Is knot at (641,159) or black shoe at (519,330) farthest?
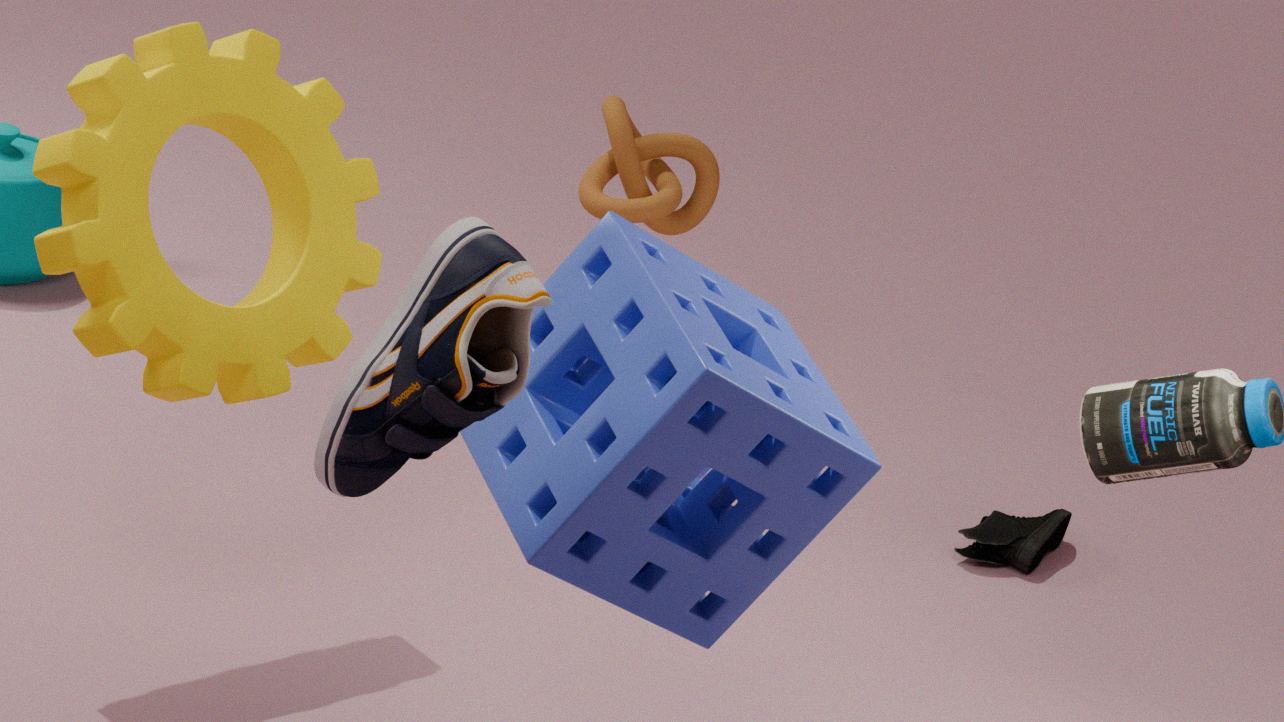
knot at (641,159)
